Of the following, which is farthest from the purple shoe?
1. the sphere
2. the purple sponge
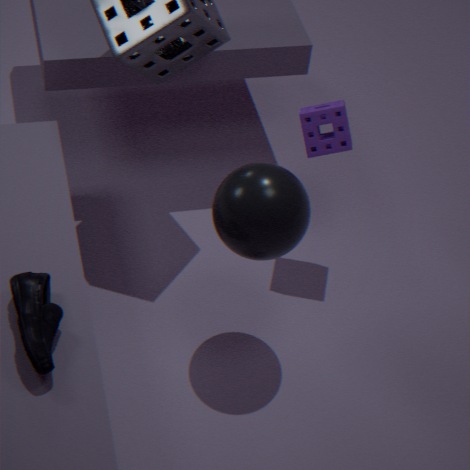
the purple sponge
